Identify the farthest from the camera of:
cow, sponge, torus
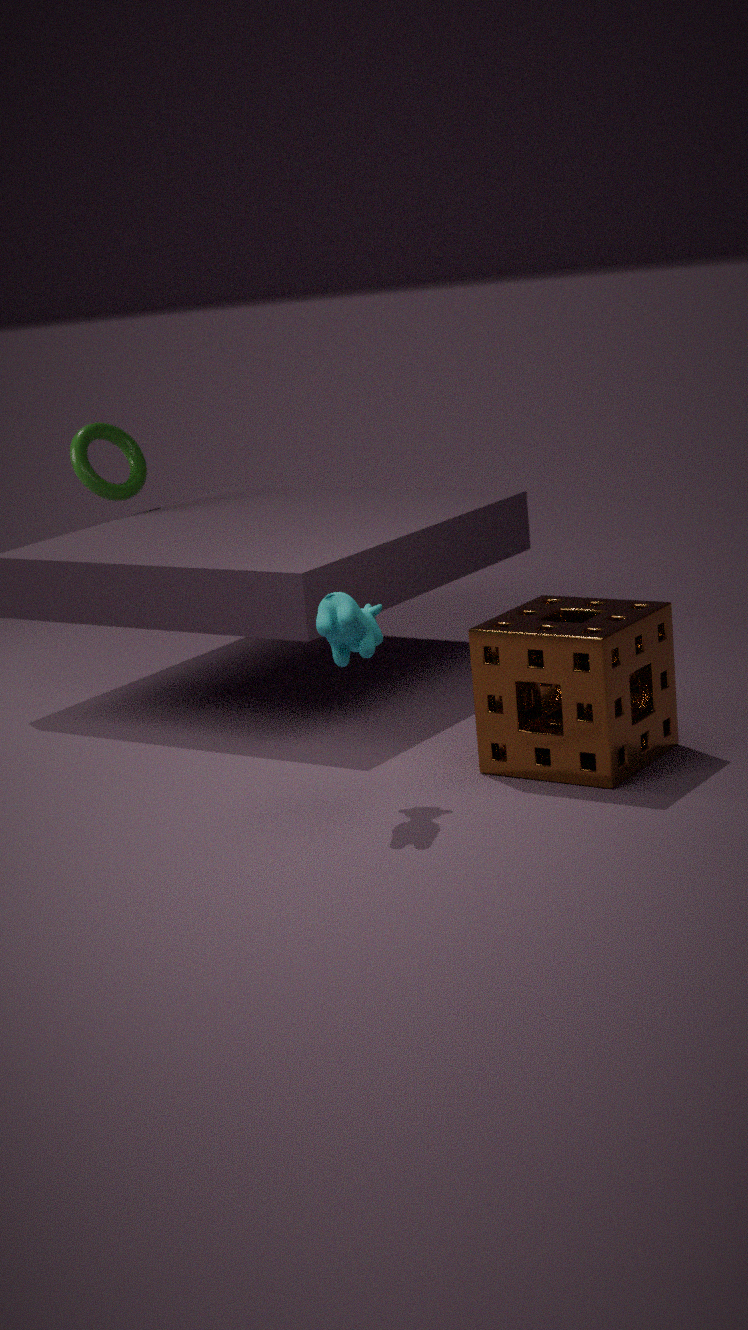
torus
